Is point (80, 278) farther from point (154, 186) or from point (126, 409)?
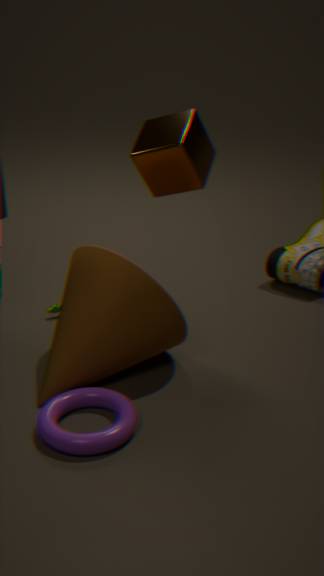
point (154, 186)
